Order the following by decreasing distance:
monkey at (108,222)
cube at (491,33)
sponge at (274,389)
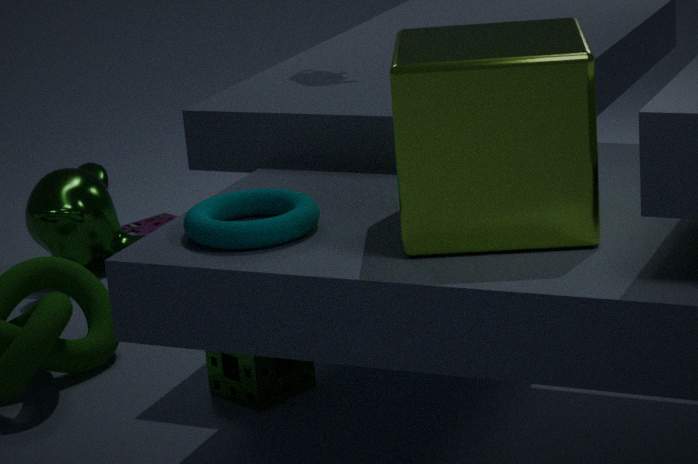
monkey at (108,222) → sponge at (274,389) → cube at (491,33)
